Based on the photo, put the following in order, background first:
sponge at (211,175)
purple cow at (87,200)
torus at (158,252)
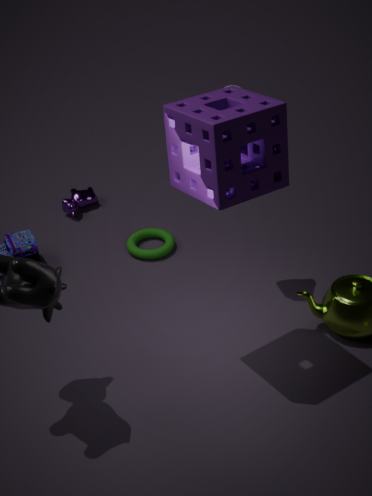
purple cow at (87,200) → torus at (158,252) → sponge at (211,175)
